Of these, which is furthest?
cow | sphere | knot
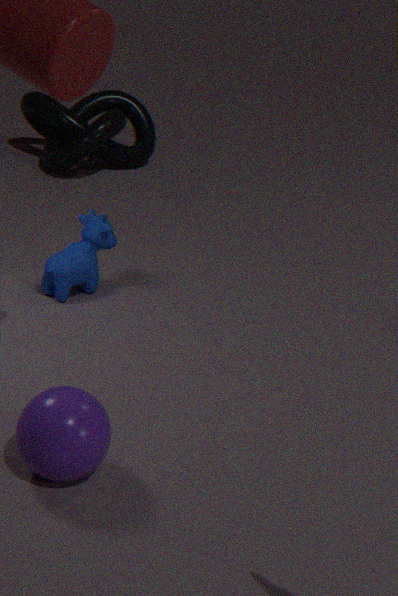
knot
